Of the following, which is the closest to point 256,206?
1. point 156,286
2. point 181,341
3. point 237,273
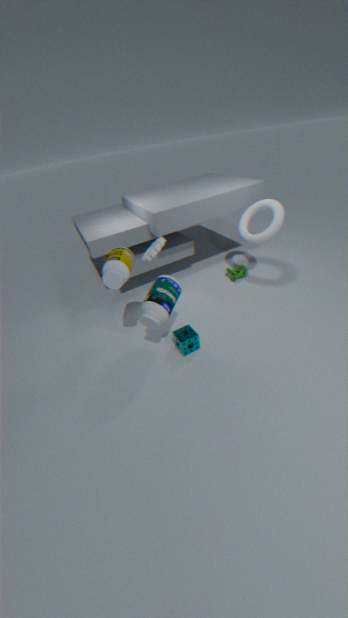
point 237,273
